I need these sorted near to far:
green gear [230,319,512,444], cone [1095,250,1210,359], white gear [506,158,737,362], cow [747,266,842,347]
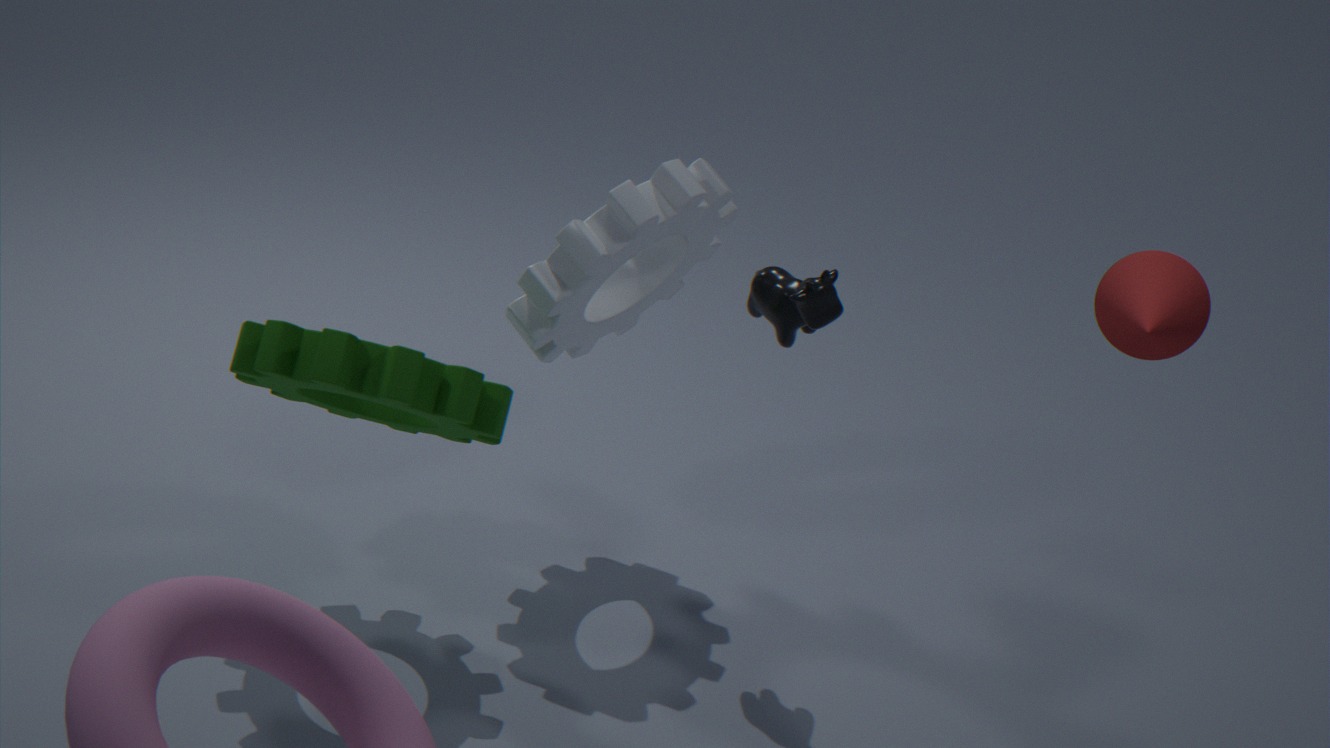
green gear [230,319,512,444] < cone [1095,250,1210,359] < cow [747,266,842,347] < white gear [506,158,737,362]
